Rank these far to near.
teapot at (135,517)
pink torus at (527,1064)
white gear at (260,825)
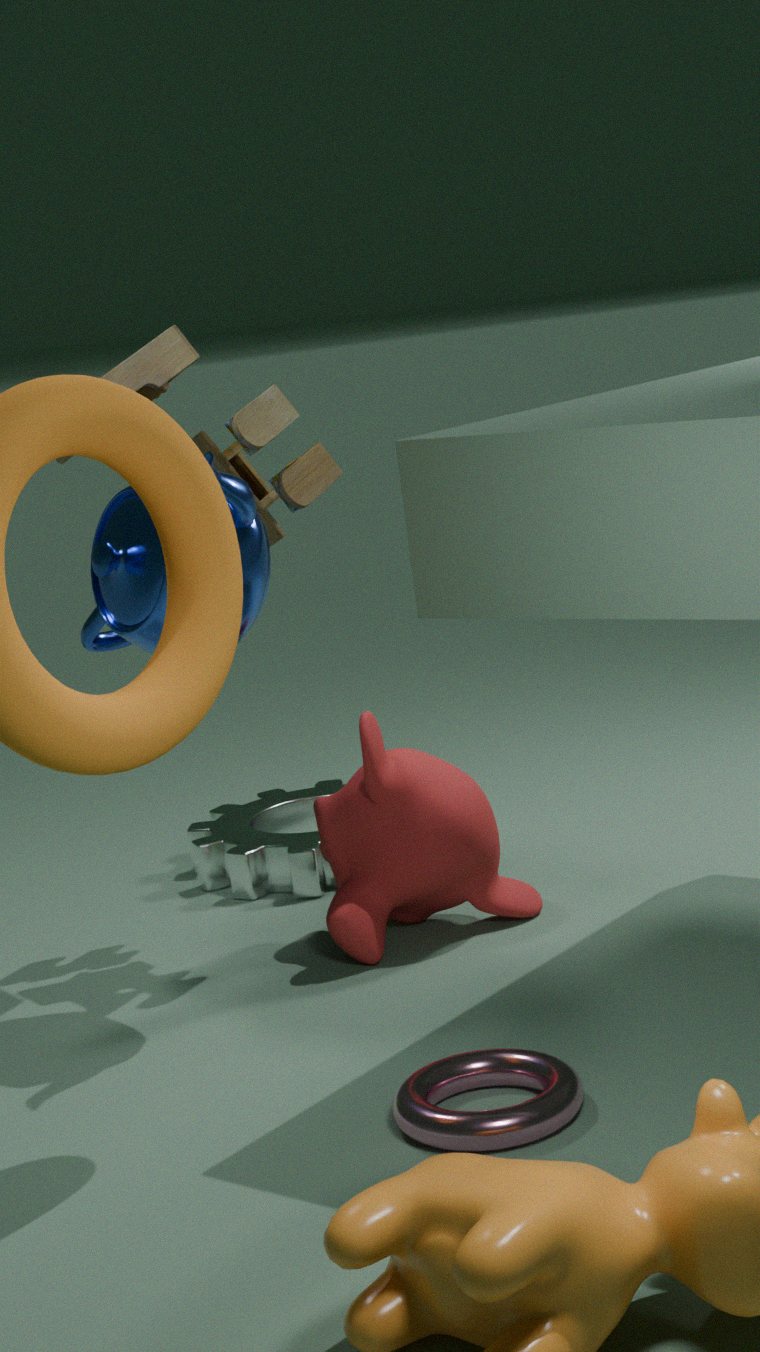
white gear at (260,825), teapot at (135,517), pink torus at (527,1064)
